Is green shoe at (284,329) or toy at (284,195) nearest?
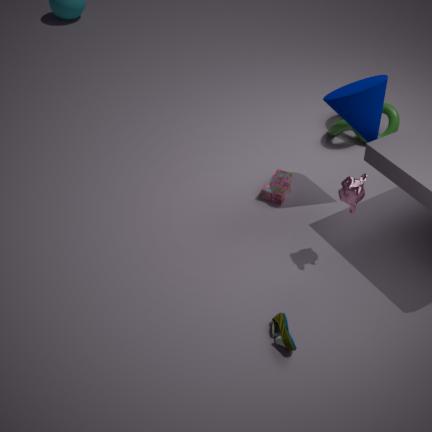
green shoe at (284,329)
